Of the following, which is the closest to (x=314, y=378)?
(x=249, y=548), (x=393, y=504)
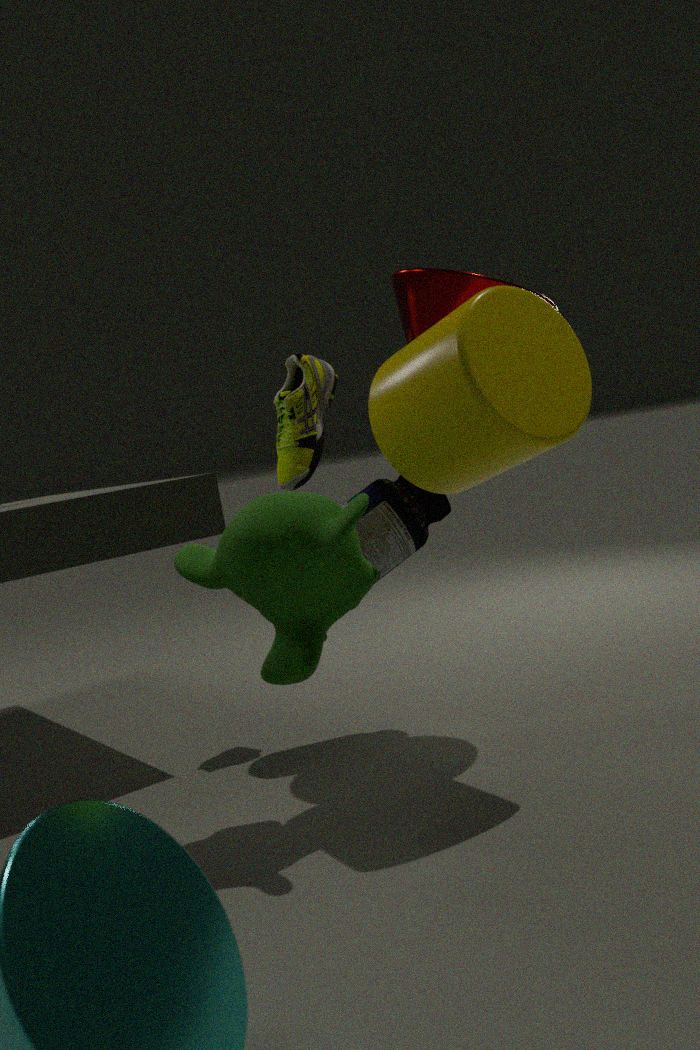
(x=393, y=504)
